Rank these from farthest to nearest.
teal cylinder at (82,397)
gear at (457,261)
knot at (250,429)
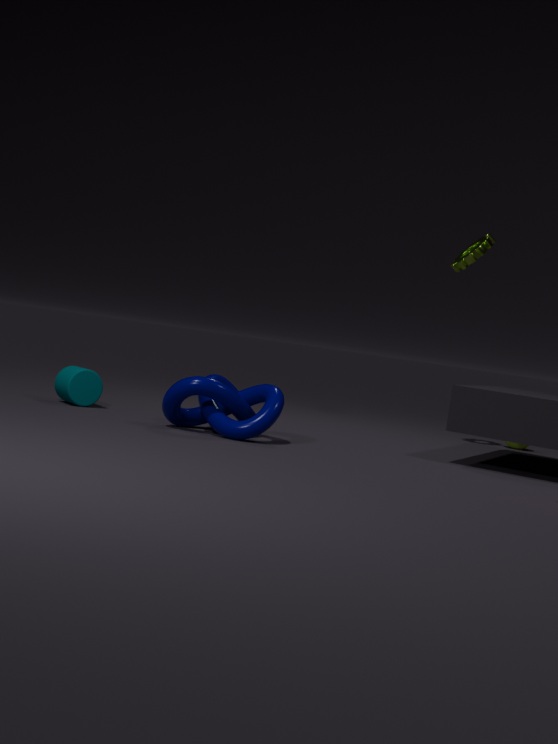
1. gear at (457,261)
2. teal cylinder at (82,397)
3. knot at (250,429)
